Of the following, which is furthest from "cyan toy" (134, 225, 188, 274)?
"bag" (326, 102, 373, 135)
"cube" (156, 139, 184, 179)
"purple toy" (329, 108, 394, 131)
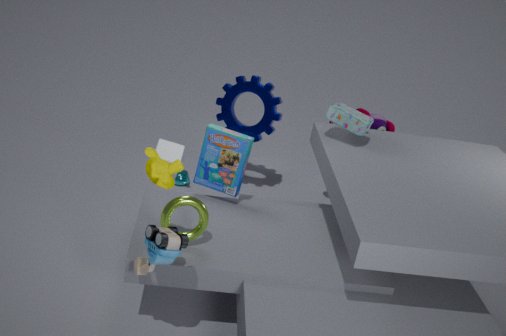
"purple toy" (329, 108, 394, 131)
